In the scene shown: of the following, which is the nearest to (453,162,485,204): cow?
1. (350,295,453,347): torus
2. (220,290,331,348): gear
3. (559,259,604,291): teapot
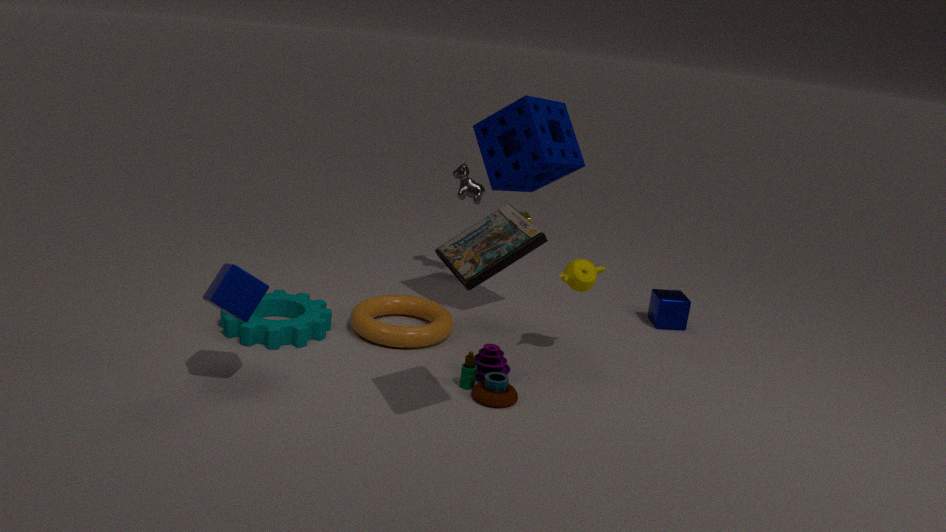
(350,295,453,347): torus
